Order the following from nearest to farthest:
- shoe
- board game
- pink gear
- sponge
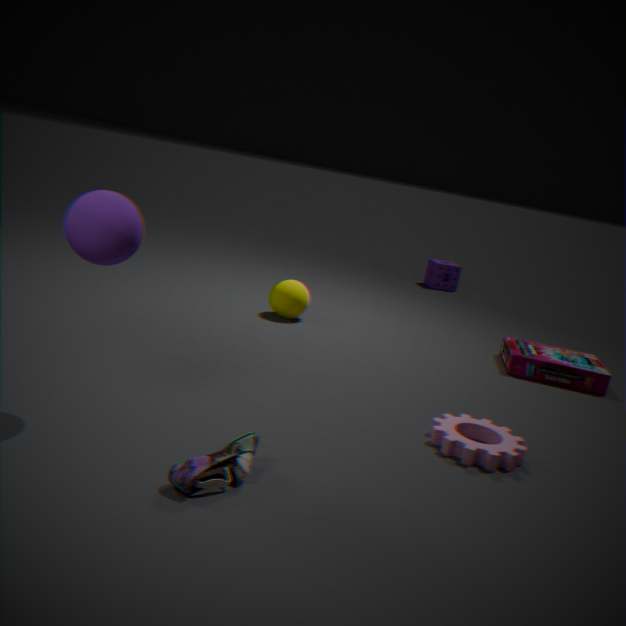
shoe < pink gear < board game < sponge
